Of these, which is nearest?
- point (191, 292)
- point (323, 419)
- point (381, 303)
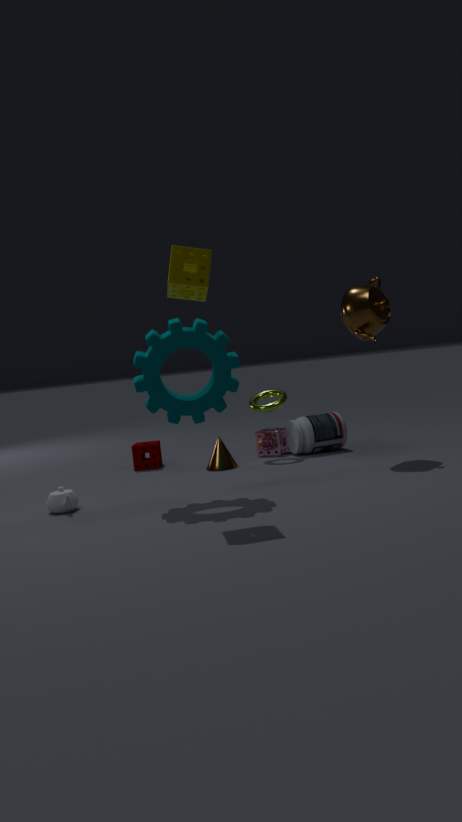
point (191, 292)
